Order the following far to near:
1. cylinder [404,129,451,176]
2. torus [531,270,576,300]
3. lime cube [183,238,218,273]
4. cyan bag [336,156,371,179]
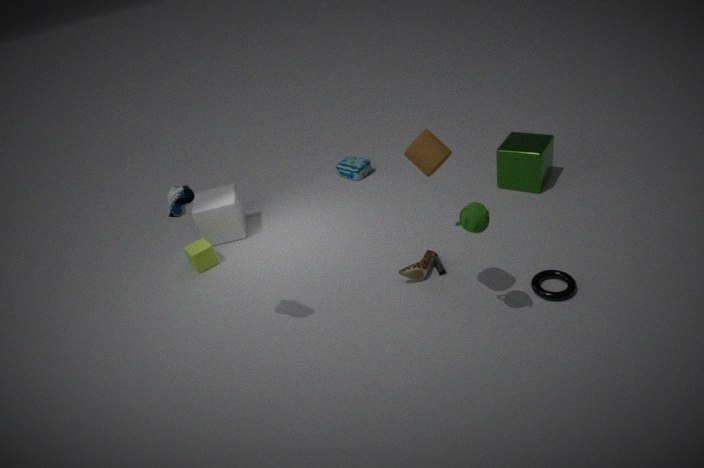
1. cyan bag [336,156,371,179]
2. lime cube [183,238,218,273]
3. torus [531,270,576,300]
4. cylinder [404,129,451,176]
